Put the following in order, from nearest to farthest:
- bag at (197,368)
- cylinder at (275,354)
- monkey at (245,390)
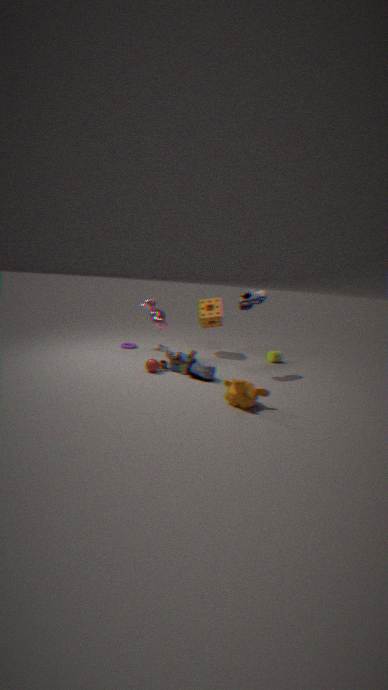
monkey at (245,390) → bag at (197,368) → cylinder at (275,354)
